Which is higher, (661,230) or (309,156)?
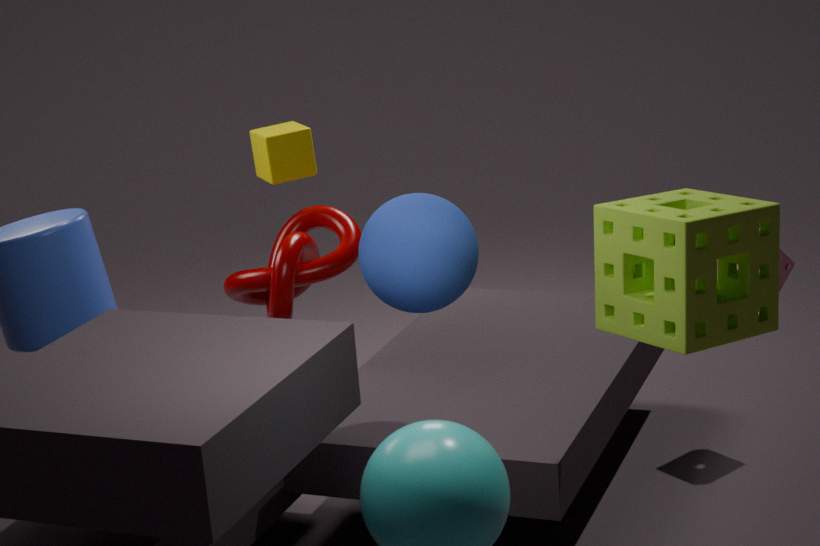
(309,156)
